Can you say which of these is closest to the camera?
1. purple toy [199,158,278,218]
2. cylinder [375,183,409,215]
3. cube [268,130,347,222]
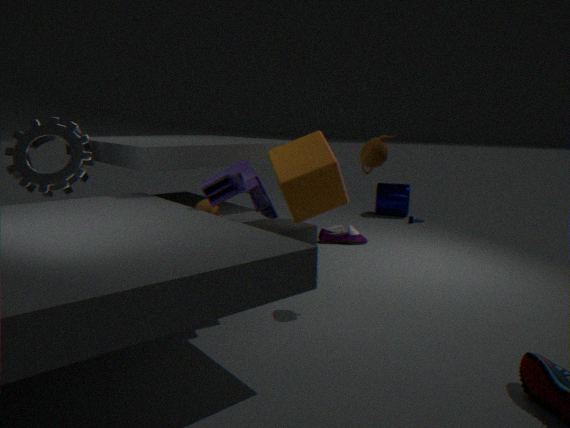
purple toy [199,158,278,218]
